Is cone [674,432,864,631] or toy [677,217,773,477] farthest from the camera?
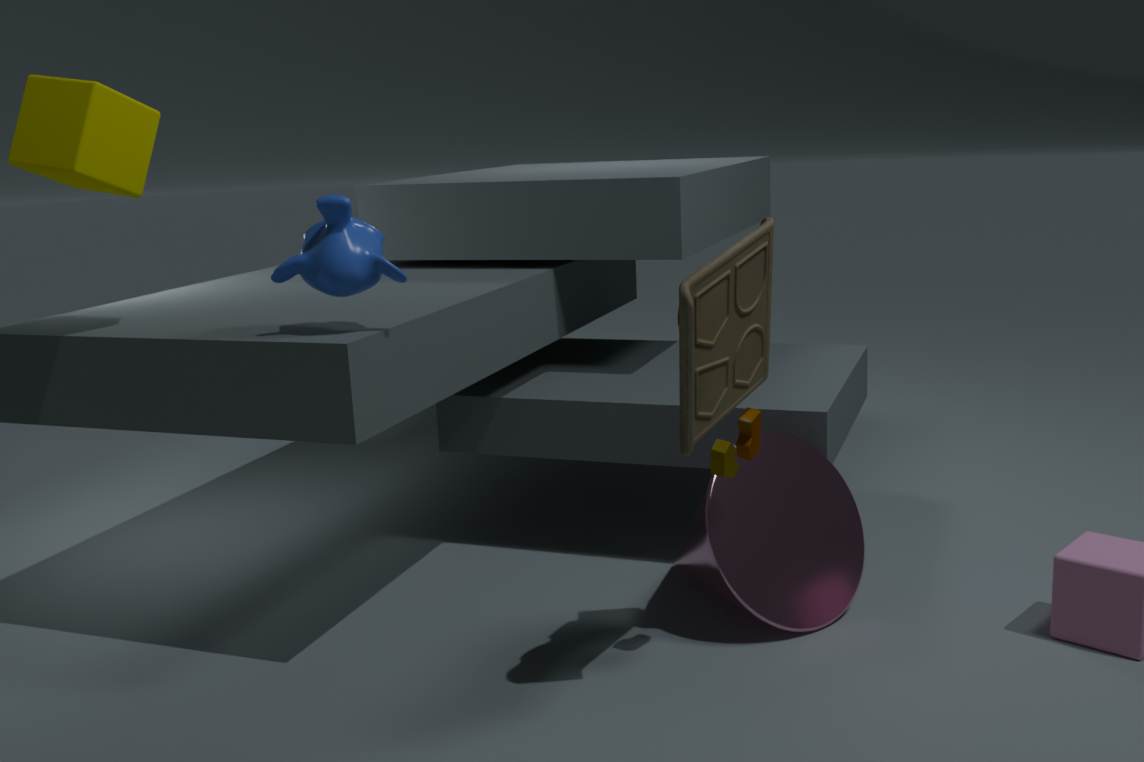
cone [674,432,864,631]
